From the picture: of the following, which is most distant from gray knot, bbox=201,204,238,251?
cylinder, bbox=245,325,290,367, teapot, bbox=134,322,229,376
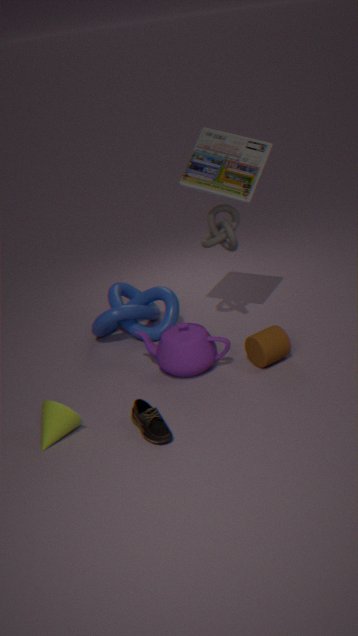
cylinder, bbox=245,325,290,367
